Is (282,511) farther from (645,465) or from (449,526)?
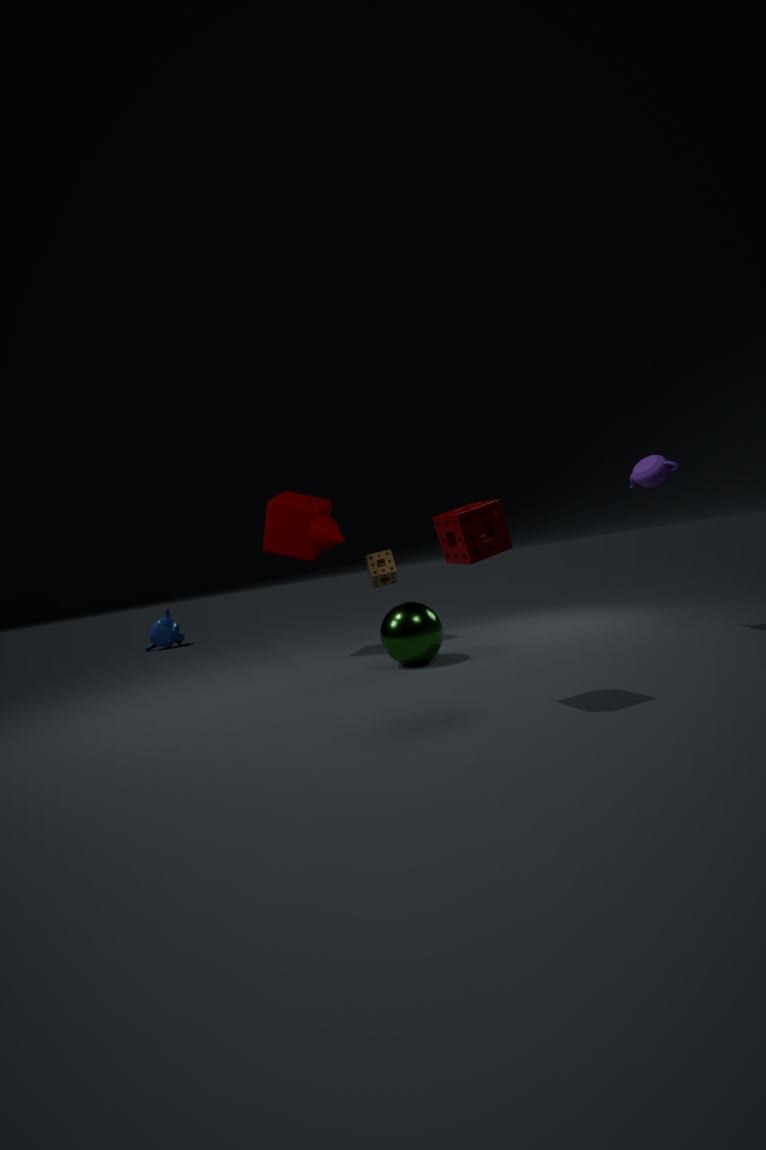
(645,465)
